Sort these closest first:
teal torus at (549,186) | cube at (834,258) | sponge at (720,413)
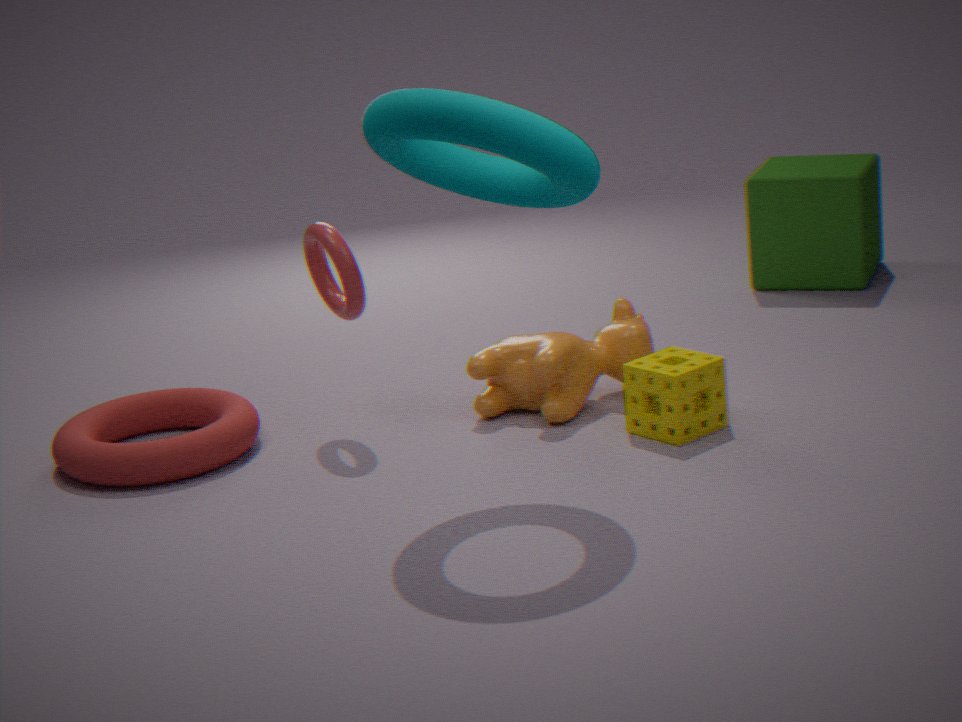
1. teal torus at (549,186)
2. sponge at (720,413)
3. cube at (834,258)
